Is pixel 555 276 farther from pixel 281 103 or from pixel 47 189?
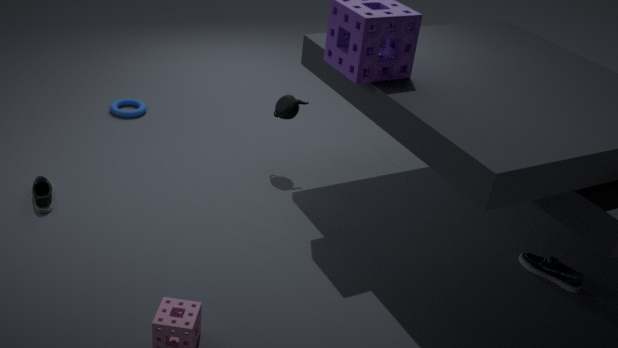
pixel 47 189
